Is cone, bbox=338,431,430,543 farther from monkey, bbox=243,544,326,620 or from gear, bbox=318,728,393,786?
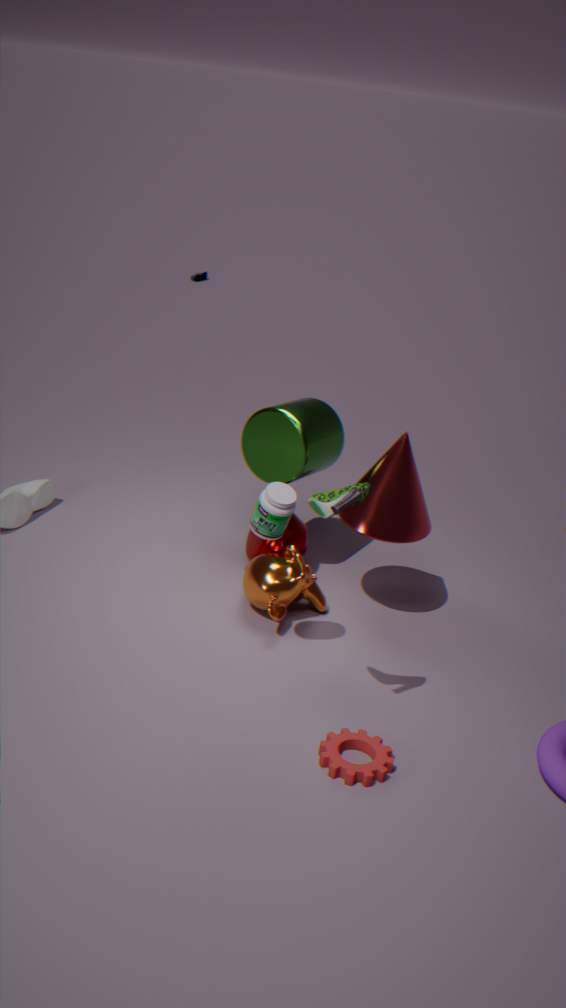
gear, bbox=318,728,393,786
